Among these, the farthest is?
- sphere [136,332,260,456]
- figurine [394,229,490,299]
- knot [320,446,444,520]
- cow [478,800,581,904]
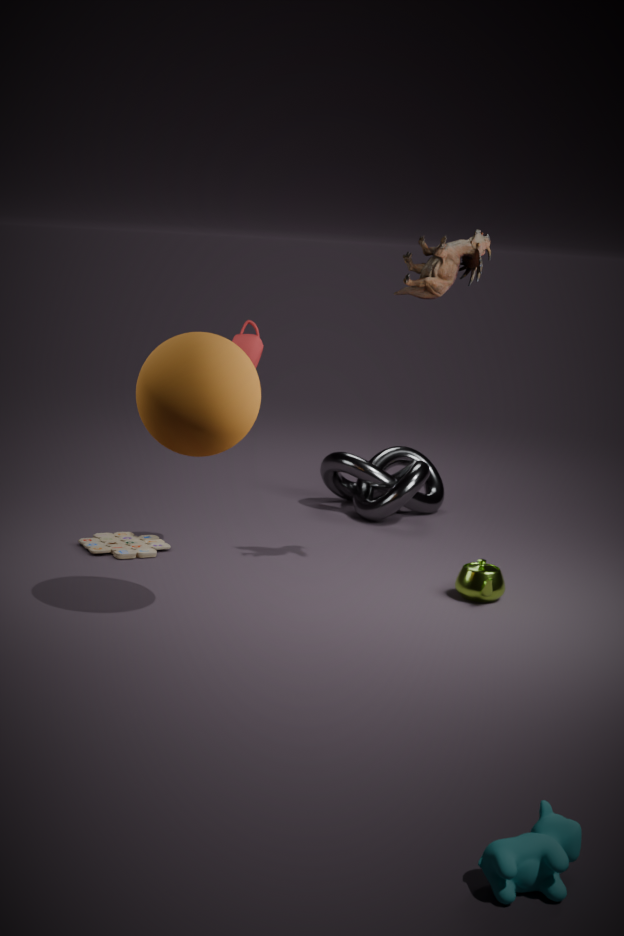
knot [320,446,444,520]
